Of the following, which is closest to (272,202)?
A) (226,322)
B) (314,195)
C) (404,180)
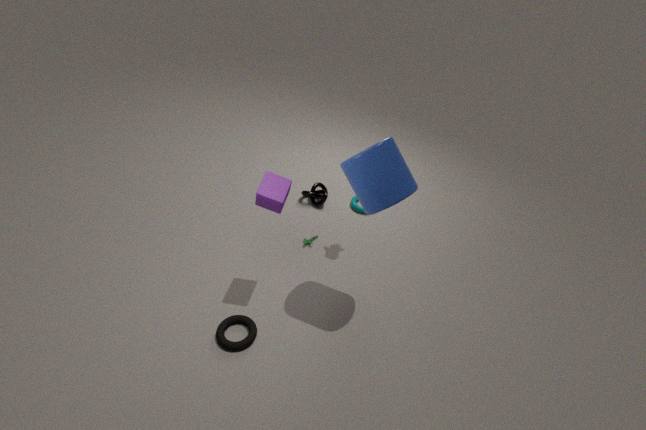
(404,180)
